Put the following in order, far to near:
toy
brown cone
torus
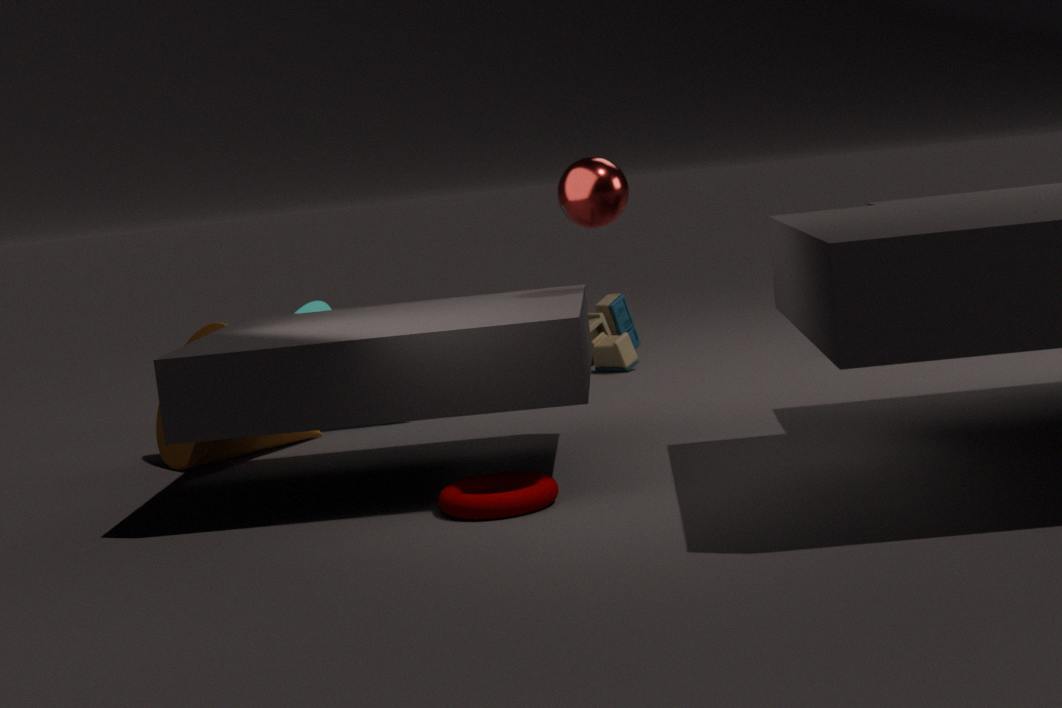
1. toy
2. brown cone
3. torus
